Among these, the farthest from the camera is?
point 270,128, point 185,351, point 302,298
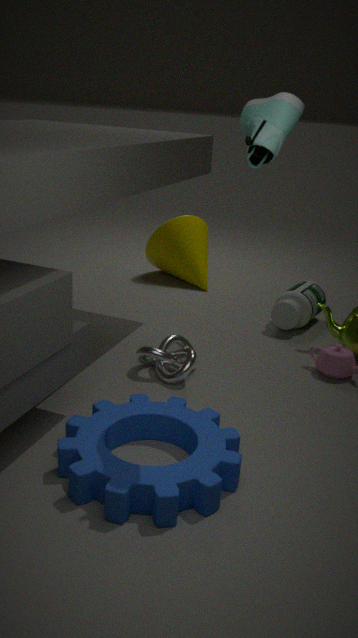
point 302,298
